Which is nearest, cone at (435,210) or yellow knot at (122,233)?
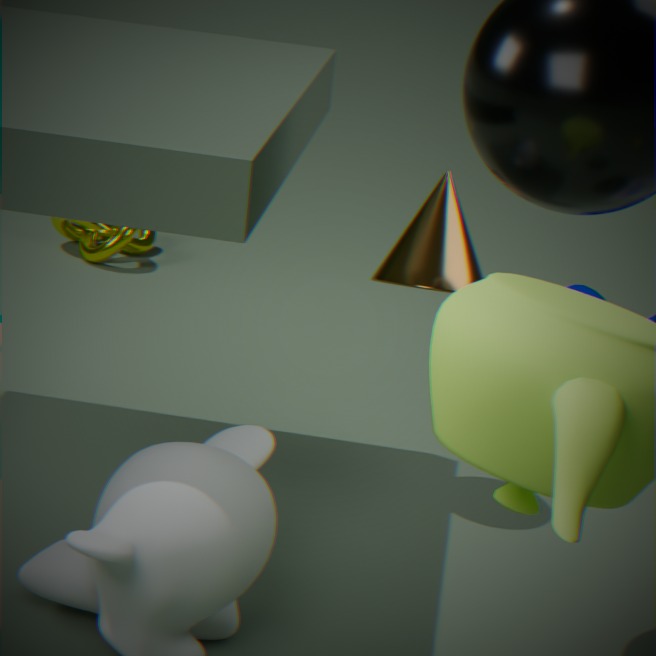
cone at (435,210)
